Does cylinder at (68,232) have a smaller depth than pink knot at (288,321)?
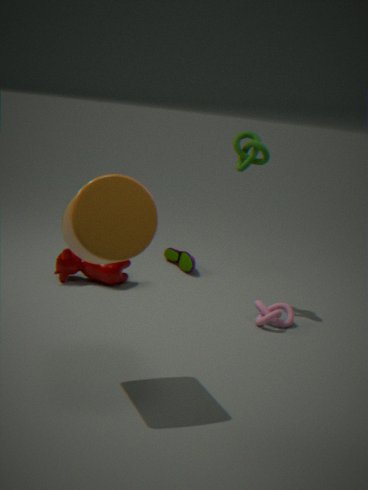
Yes
